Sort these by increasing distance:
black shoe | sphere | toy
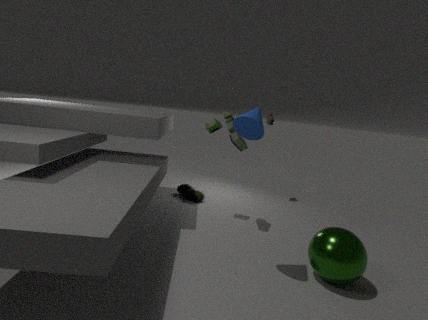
1. sphere
2. toy
3. black shoe
